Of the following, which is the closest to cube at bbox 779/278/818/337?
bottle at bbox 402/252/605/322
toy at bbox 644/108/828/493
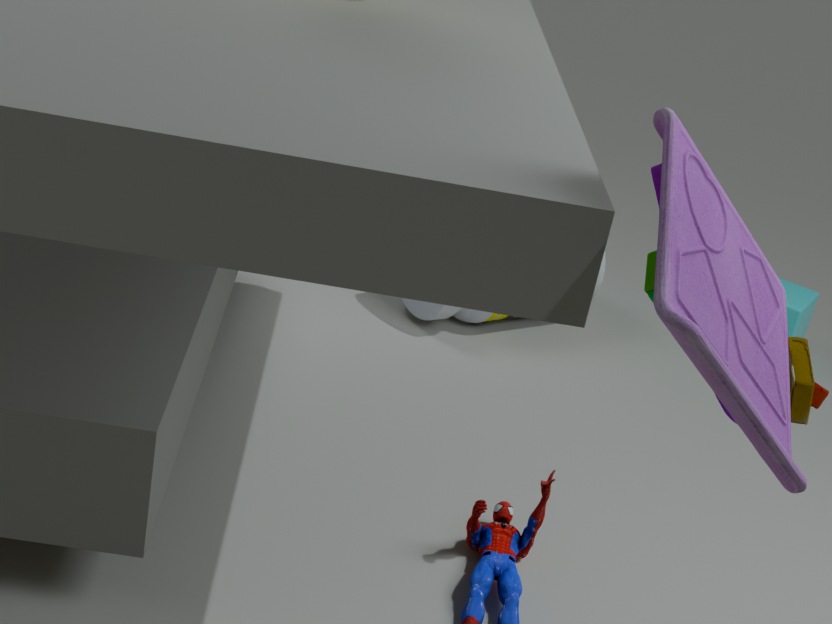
bottle at bbox 402/252/605/322
